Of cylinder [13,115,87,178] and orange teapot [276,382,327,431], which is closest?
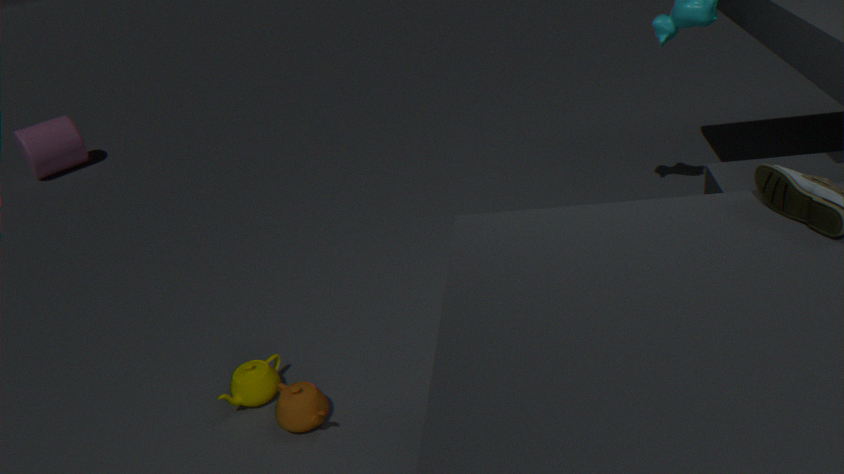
orange teapot [276,382,327,431]
